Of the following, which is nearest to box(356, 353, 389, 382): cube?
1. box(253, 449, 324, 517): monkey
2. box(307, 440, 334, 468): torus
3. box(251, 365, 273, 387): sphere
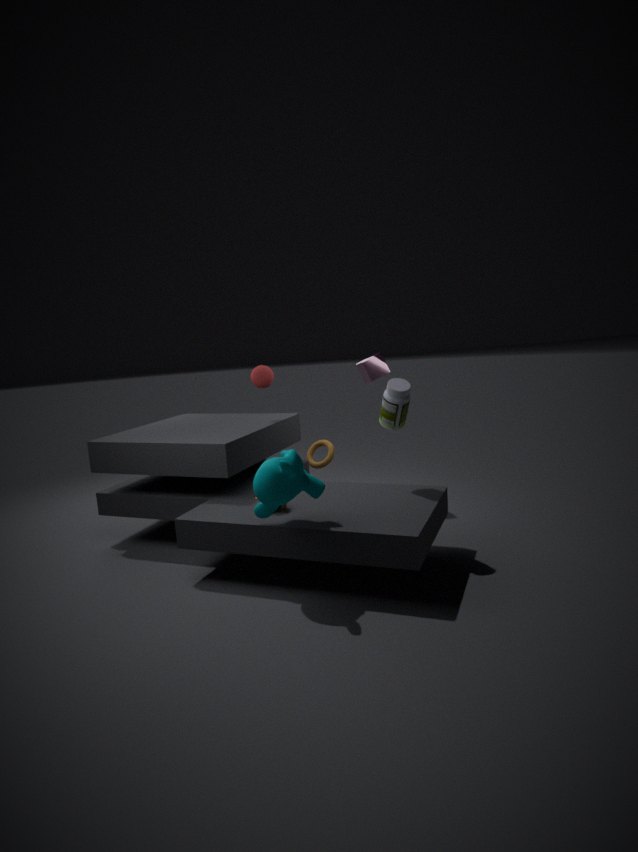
box(307, 440, 334, 468): torus
